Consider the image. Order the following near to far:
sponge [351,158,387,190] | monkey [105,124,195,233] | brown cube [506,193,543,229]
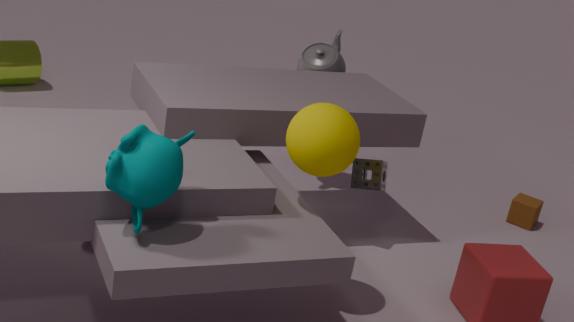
monkey [105,124,195,233]
sponge [351,158,387,190]
brown cube [506,193,543,229]
